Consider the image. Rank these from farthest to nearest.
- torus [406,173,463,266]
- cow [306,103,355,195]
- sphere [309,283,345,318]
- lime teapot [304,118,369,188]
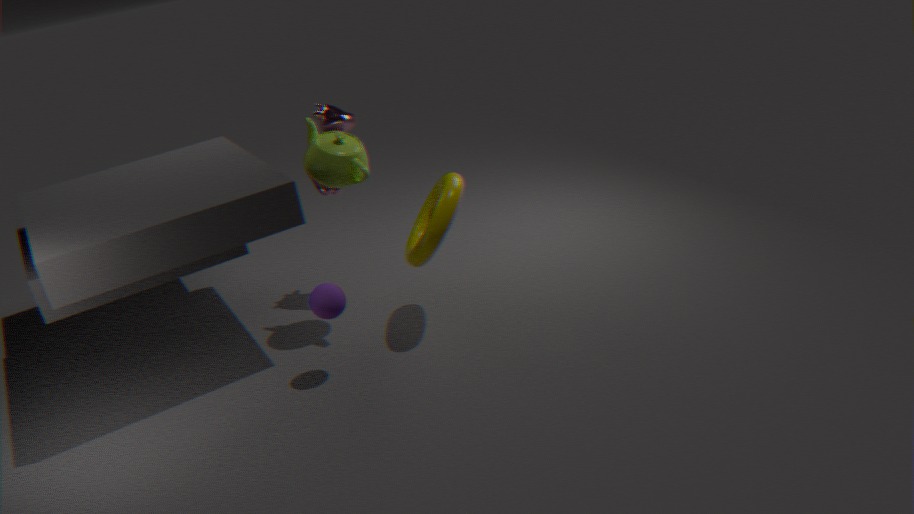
1. cow [306,103,355,195]
2. lime teapot [304,118,369,188]
3. torus [406,173,463,266]
4. sphere [309,283,345,318]
